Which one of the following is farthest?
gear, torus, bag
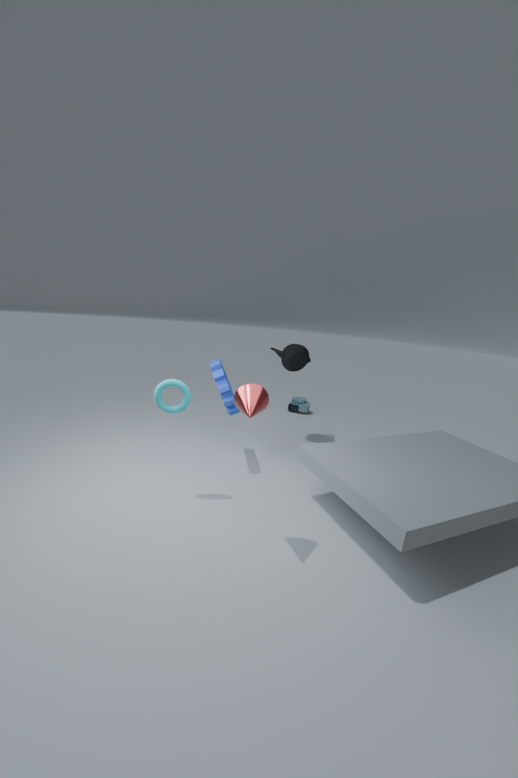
bag
